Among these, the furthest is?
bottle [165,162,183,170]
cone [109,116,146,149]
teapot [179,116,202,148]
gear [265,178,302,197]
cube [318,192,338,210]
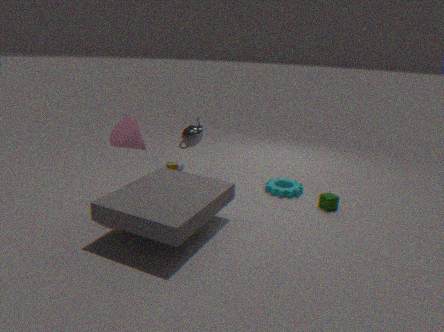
bottle [165,162,183,170]
